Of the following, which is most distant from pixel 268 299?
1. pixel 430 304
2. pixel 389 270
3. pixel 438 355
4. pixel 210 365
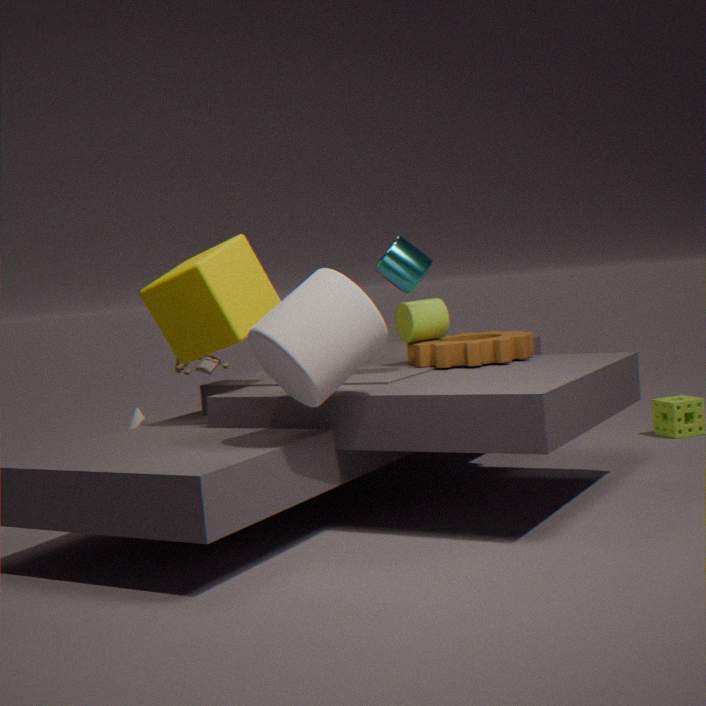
pixel 210 365
